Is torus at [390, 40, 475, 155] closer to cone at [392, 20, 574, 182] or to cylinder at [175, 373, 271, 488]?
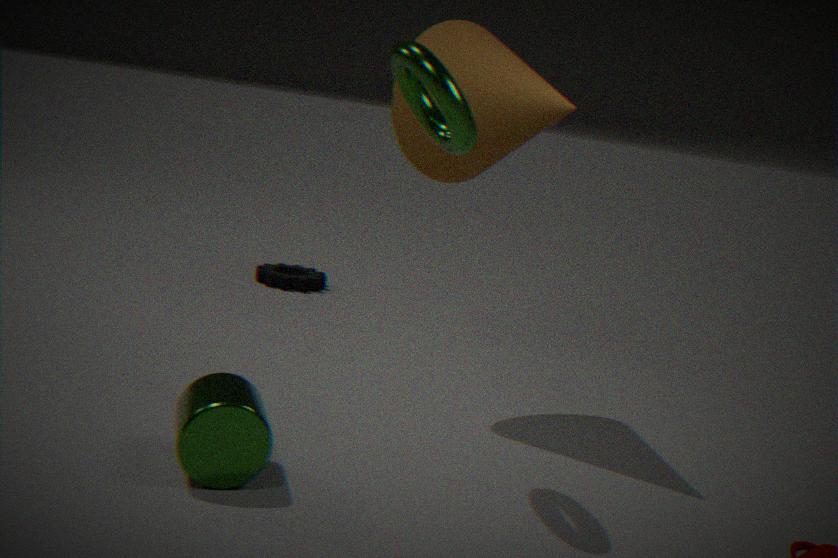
cone at [392, 20, 574, 182]
